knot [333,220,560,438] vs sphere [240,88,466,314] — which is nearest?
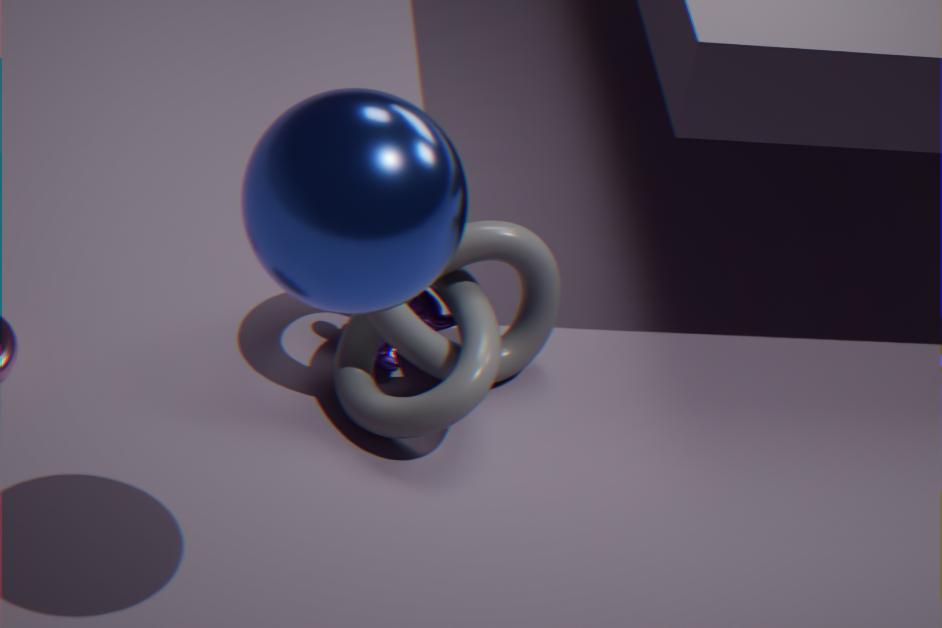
sphere [240,88,466,314]
